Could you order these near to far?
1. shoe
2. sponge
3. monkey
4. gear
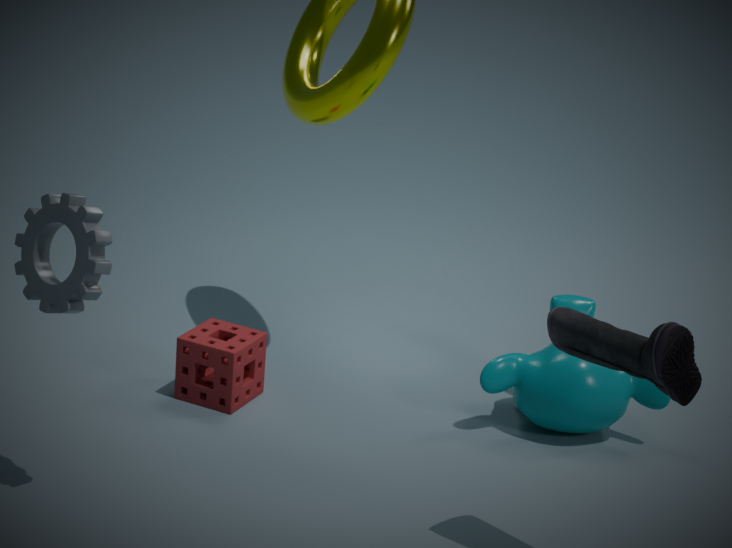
1. shoe
2. gear
3. monkey
4. sponge
